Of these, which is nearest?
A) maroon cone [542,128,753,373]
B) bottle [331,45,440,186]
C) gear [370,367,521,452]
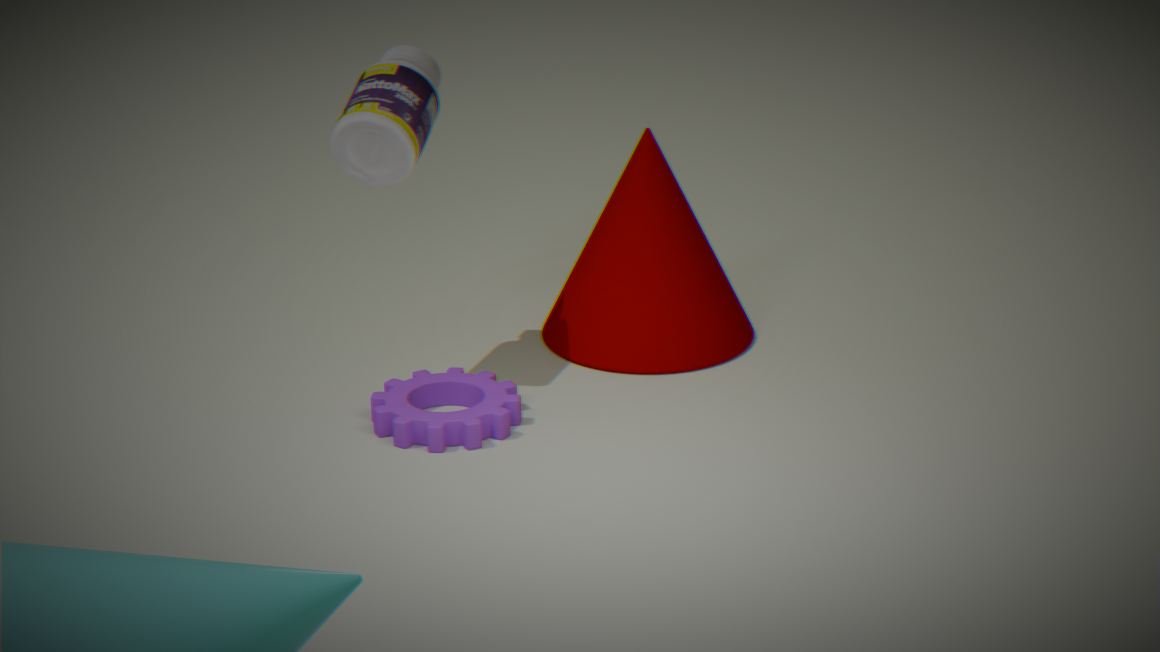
gear [370,367,521,452]
